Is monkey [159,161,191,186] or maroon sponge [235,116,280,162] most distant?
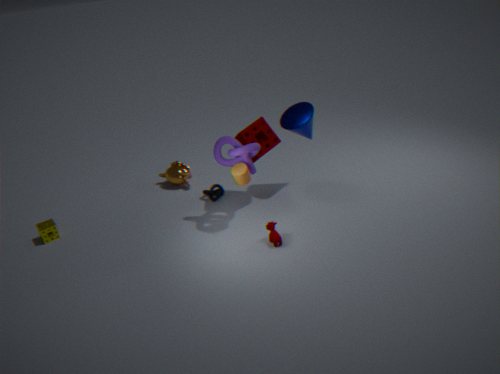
monkey [159,161,191,186]
